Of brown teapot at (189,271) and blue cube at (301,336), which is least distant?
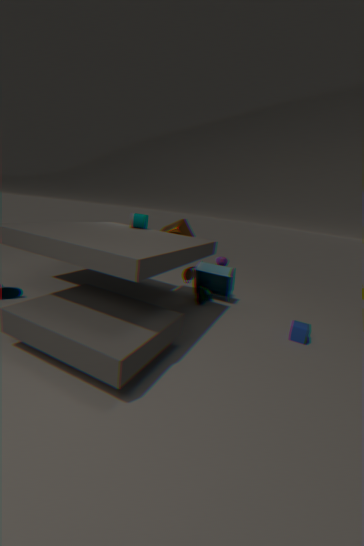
blue cube at (301,336)
